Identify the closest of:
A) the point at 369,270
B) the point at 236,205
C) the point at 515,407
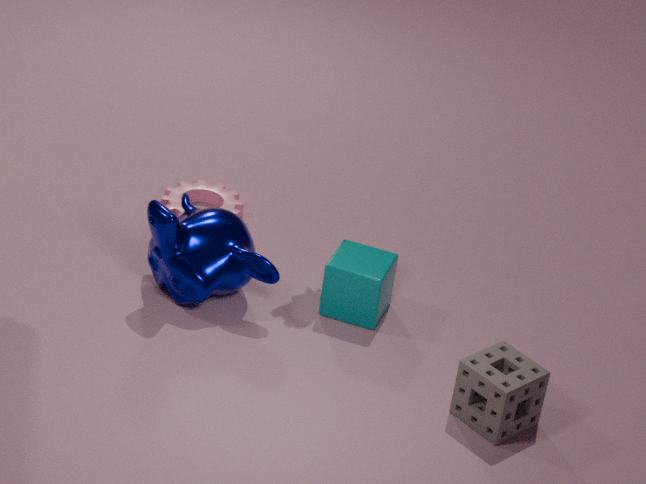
the point at 515,407
